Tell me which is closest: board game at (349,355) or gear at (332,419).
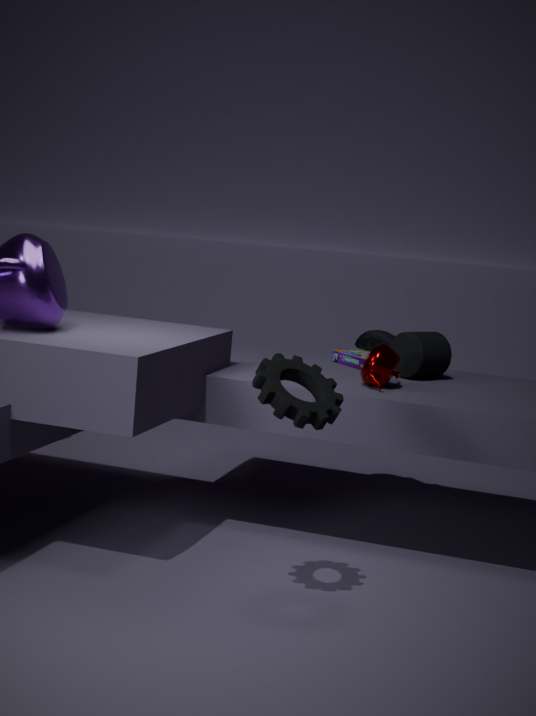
gear at (332,419)
